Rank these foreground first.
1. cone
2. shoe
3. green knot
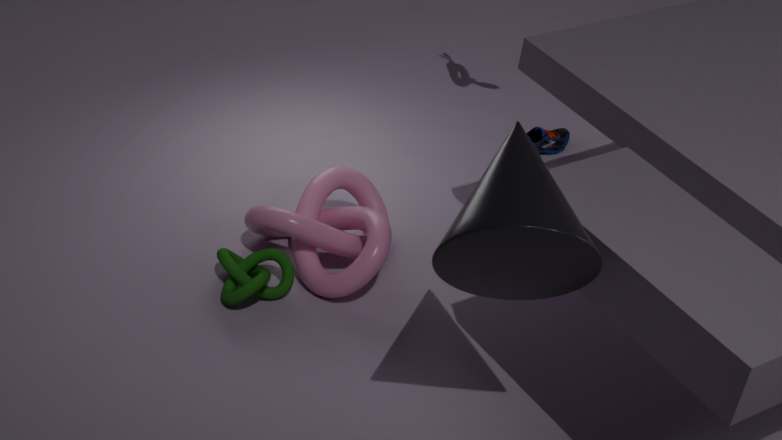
cone, green knot, shoe
